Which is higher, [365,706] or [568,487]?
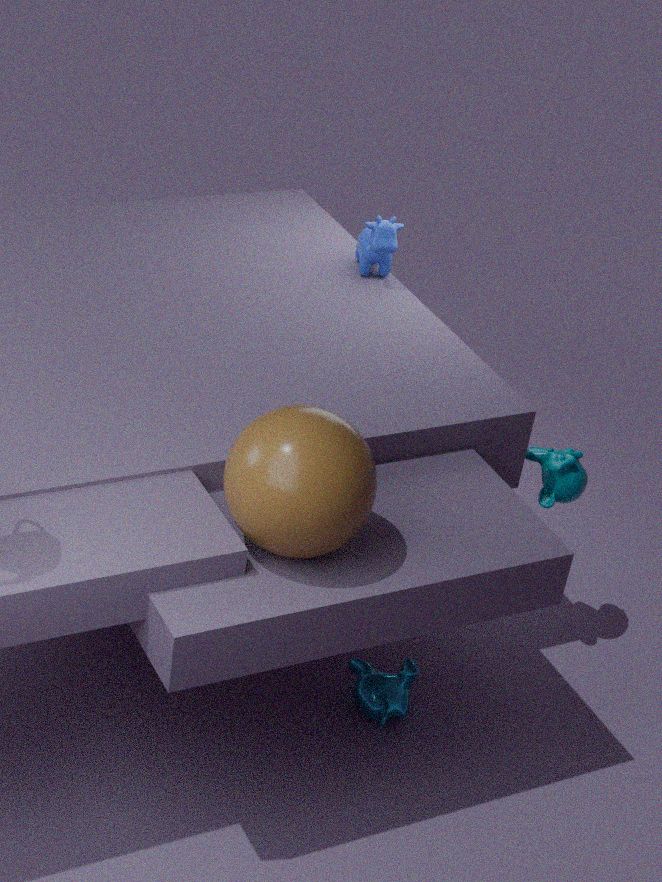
[568,487]
